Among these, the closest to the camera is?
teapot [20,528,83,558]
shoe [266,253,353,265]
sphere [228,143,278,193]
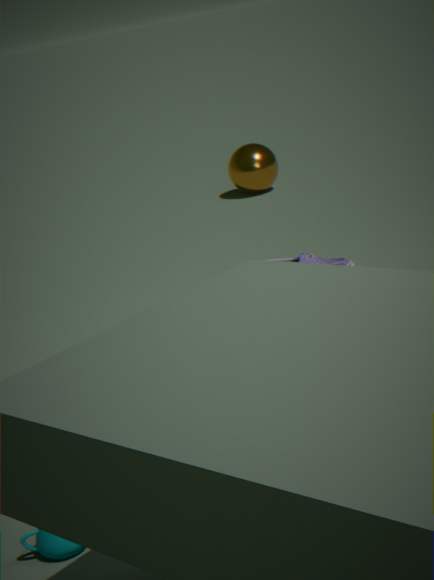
teapot [20,528,83,558]
